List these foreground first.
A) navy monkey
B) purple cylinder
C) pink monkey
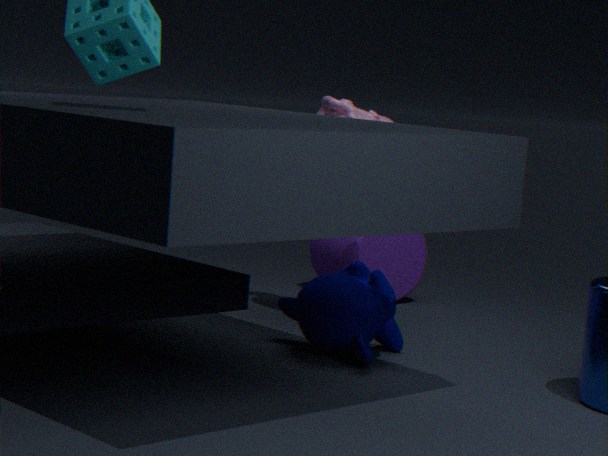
navy monkey, pink monkey, purple cylinder
